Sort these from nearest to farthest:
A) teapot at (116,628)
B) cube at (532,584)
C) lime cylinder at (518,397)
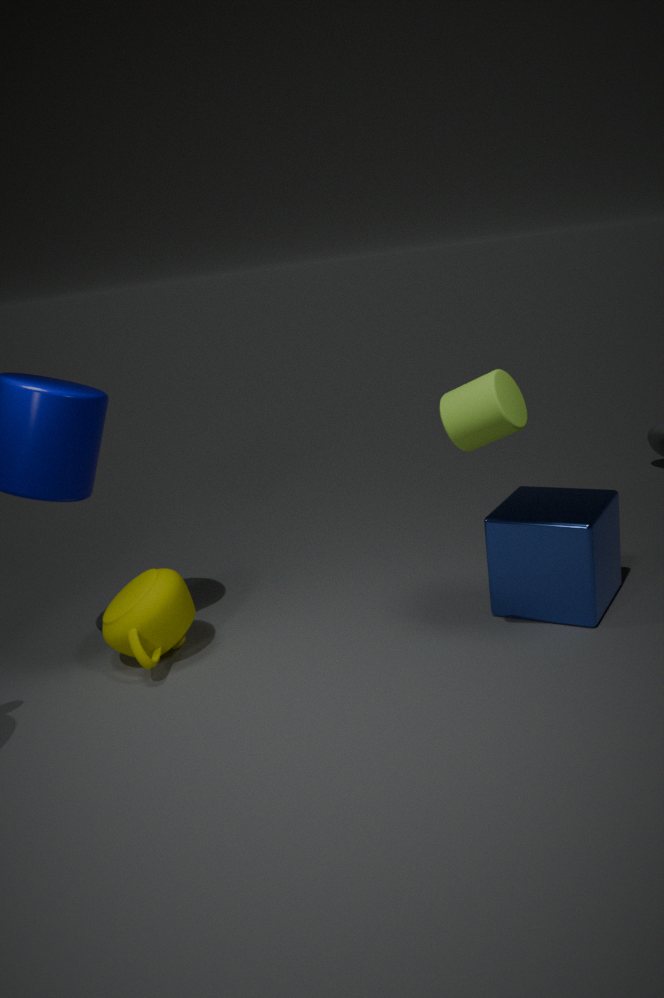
lime cylinder at (518,397) → cube at (532,584) → teapot at (116,628)
